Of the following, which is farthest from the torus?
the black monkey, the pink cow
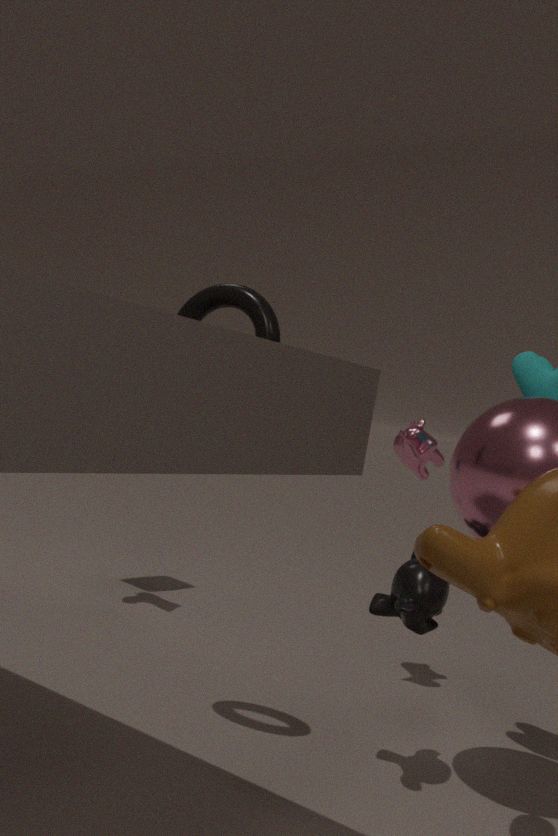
the pink cow
